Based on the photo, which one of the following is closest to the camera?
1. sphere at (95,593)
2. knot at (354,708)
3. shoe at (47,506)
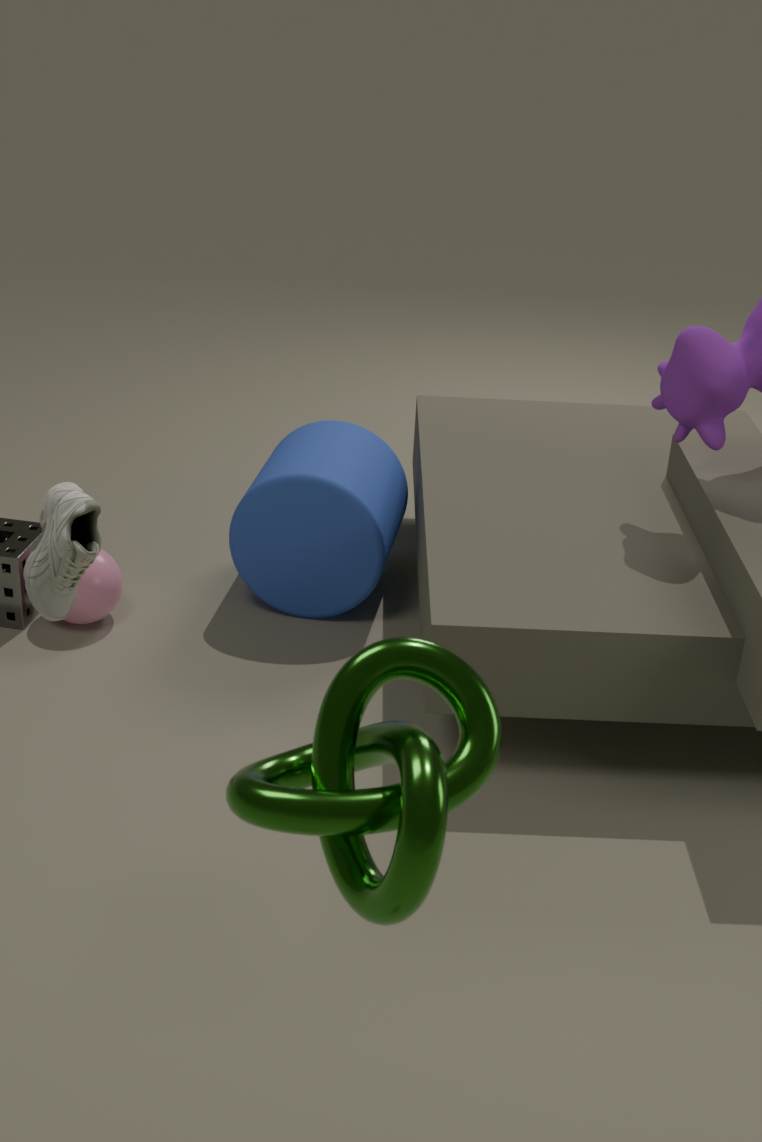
knot at (354,708)
